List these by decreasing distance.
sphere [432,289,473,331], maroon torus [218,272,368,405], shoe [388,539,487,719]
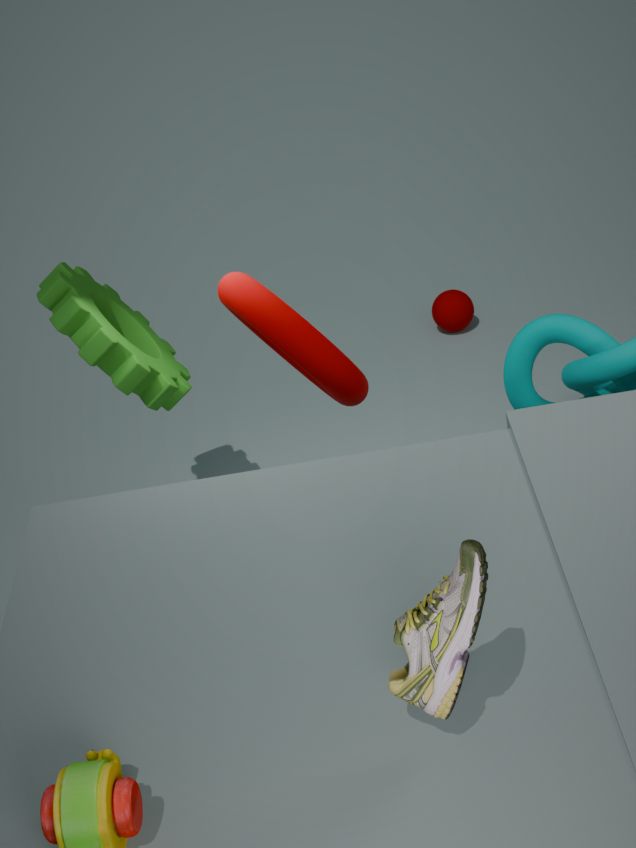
1. sphere [432,289,473,331]
2. maroon torus [218,272,368,405]
3. shoe [388,539,487,719]
